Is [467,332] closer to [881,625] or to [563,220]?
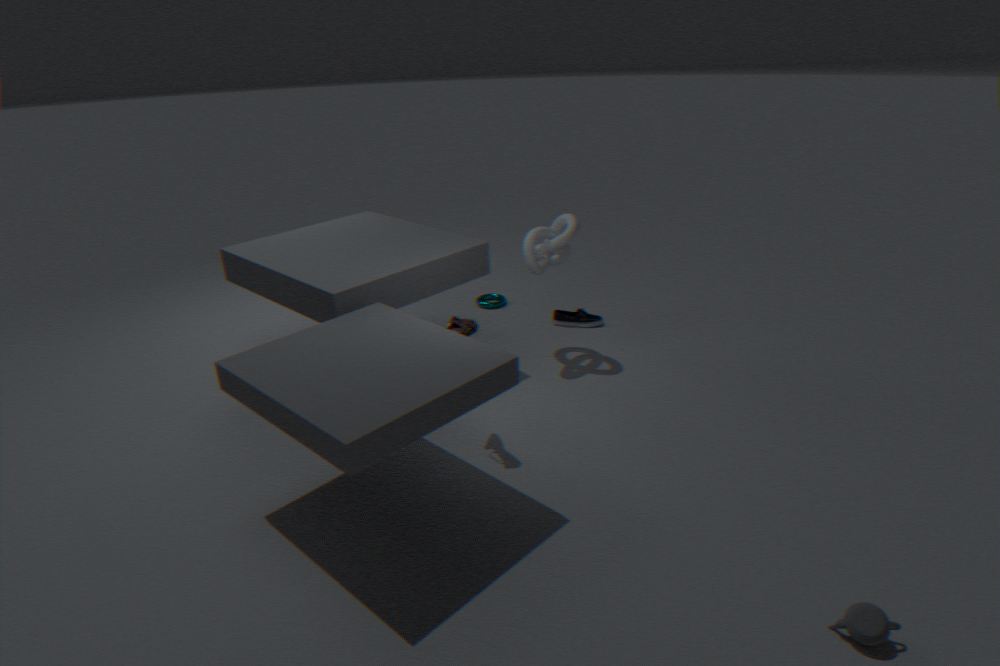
[563,220]
